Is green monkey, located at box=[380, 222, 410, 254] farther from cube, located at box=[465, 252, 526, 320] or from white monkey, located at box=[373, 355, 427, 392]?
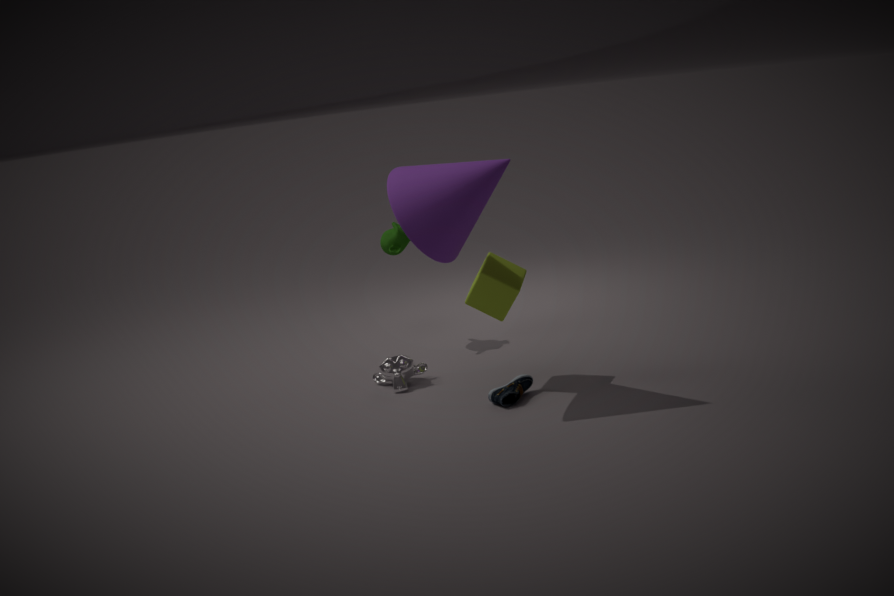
cube, located at box=[465, 252, 526, 320]
